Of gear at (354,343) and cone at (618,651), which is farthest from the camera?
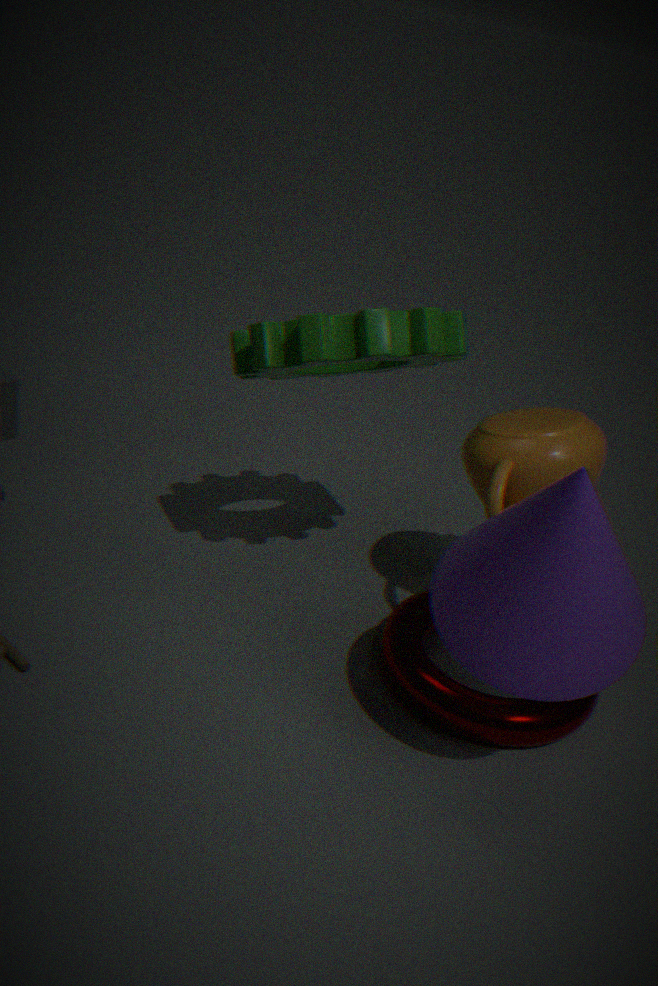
gear at (354,343)
